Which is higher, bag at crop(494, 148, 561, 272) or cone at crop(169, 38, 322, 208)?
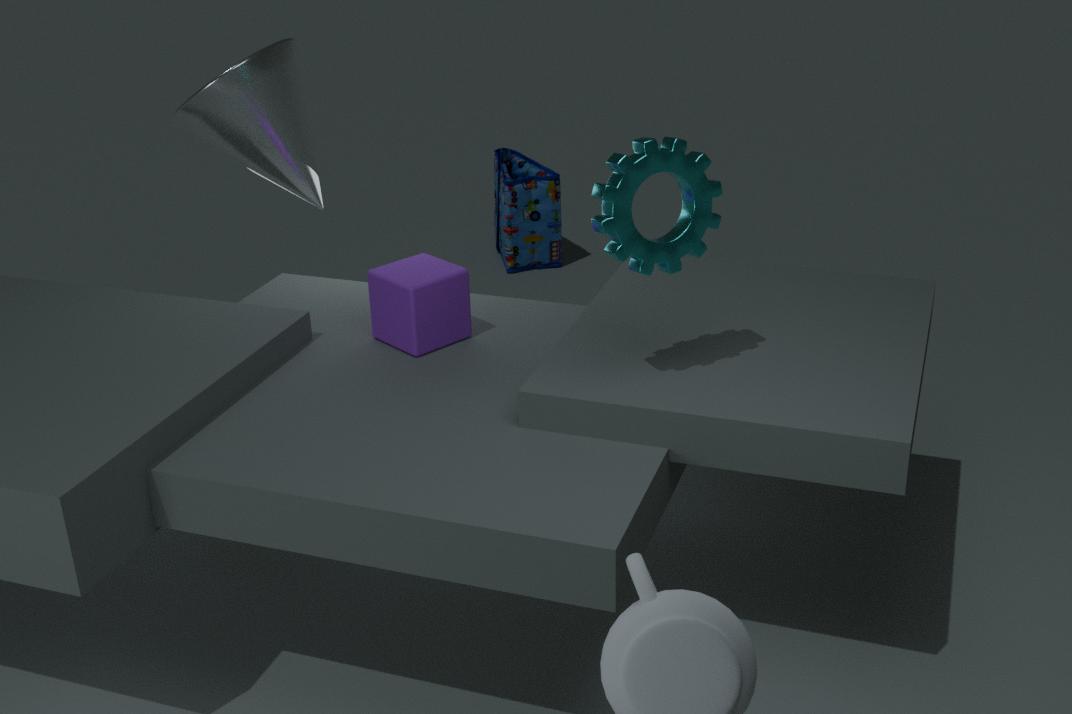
cone at crop(169, 38, 322, 208)
